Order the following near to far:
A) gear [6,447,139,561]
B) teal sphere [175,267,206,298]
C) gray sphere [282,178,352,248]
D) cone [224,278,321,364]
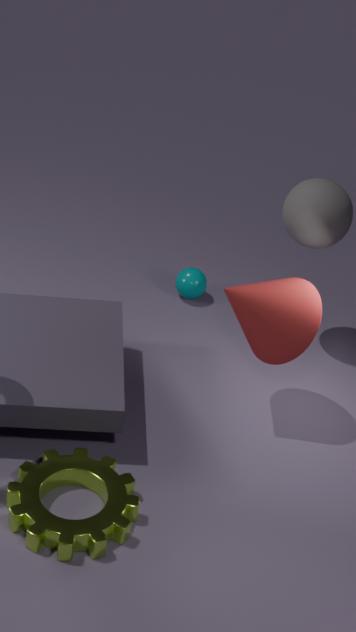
gear [6,447,139,561], cone [224,278,321,364], gray sphere [282,178,352,248], teal sphere [175,267,206,298]
